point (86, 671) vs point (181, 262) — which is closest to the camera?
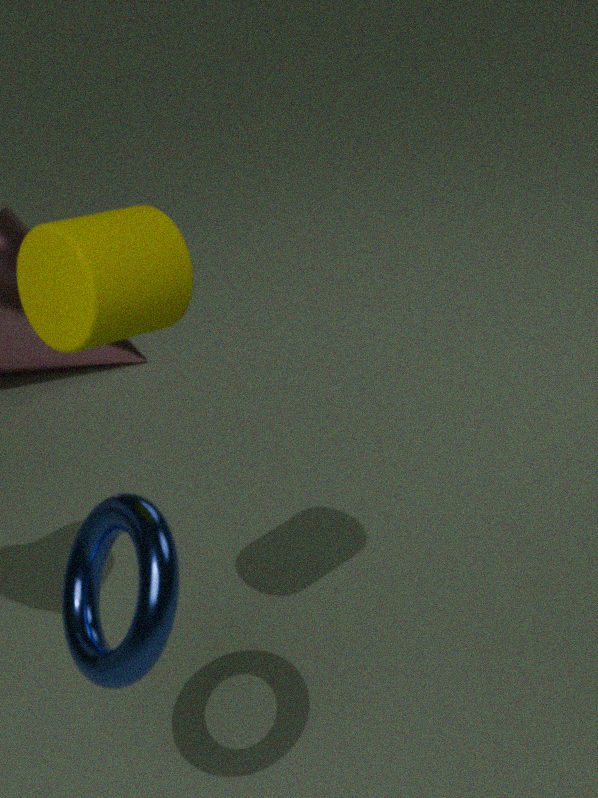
point (86, 671)
